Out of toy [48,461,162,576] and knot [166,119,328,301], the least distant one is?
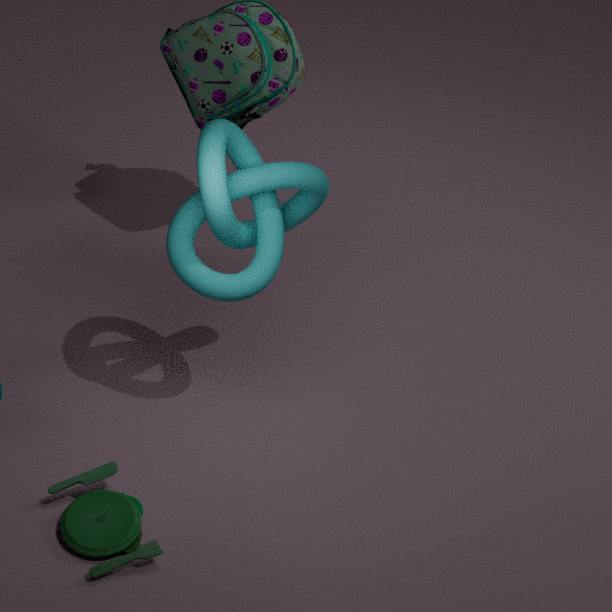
toy [48,461,162,576]
